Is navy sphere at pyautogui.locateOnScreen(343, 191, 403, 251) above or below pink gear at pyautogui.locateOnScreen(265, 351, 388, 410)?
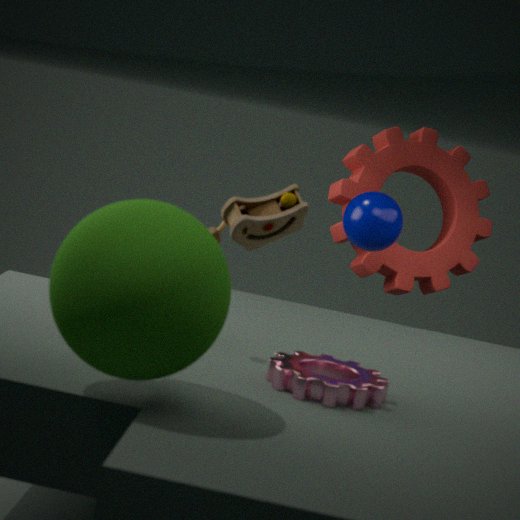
above
